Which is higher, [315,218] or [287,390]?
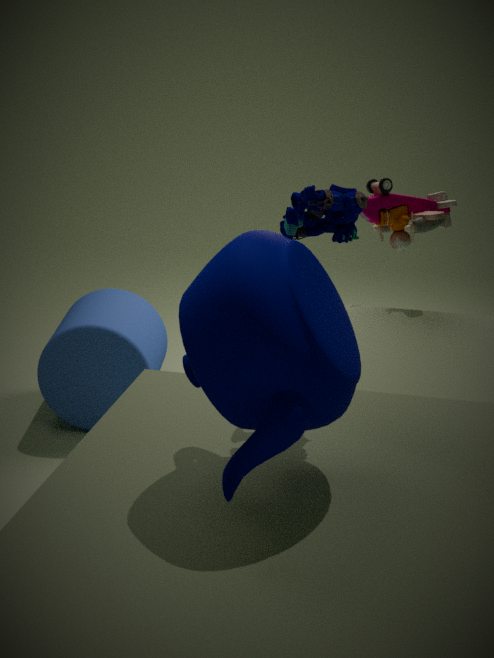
[315,218]
